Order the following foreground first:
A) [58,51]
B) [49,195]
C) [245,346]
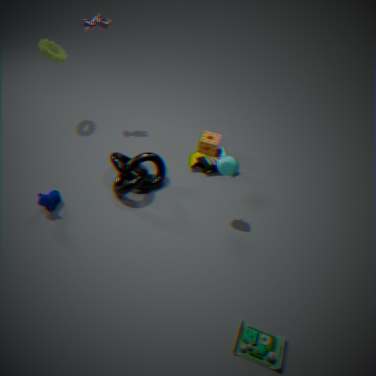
1. [245,346]
2. [49,195]
3. [58,51]
